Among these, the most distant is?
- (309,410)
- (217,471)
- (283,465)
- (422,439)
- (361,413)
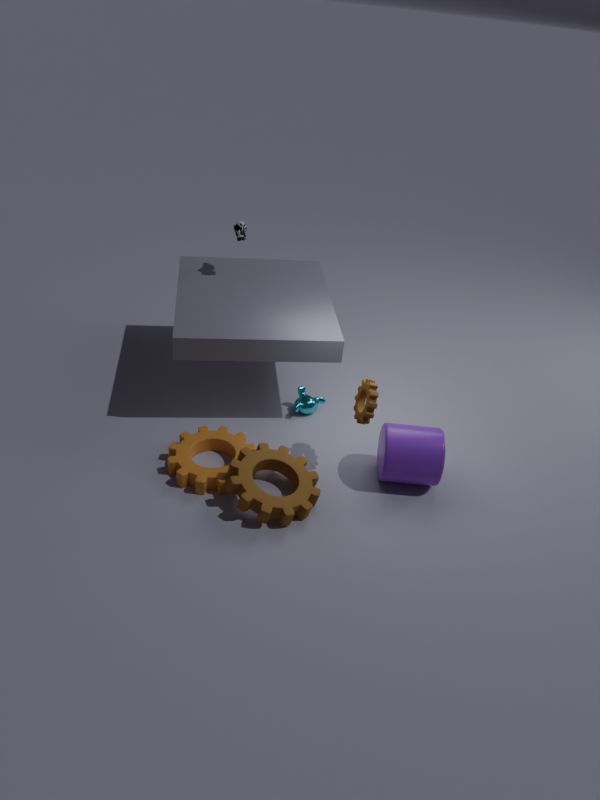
(309,410)
